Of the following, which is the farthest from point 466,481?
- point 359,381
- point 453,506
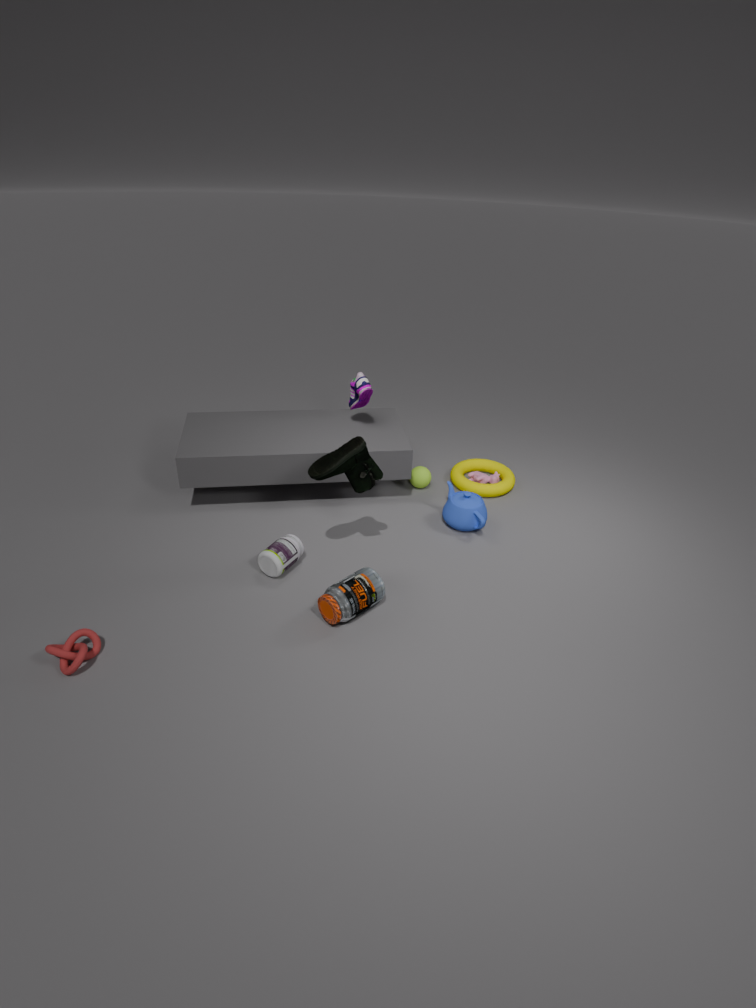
point 359,381
